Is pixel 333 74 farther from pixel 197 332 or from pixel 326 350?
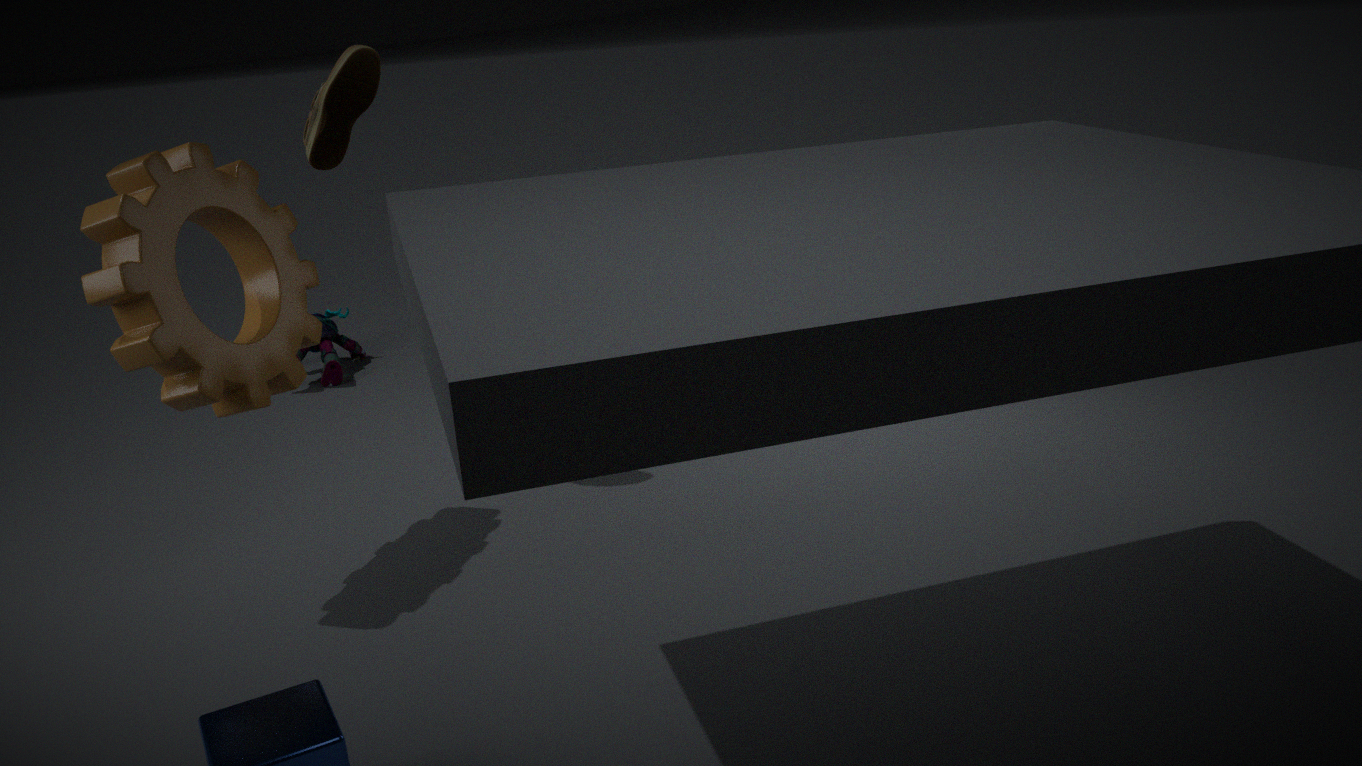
pixel 326 350
